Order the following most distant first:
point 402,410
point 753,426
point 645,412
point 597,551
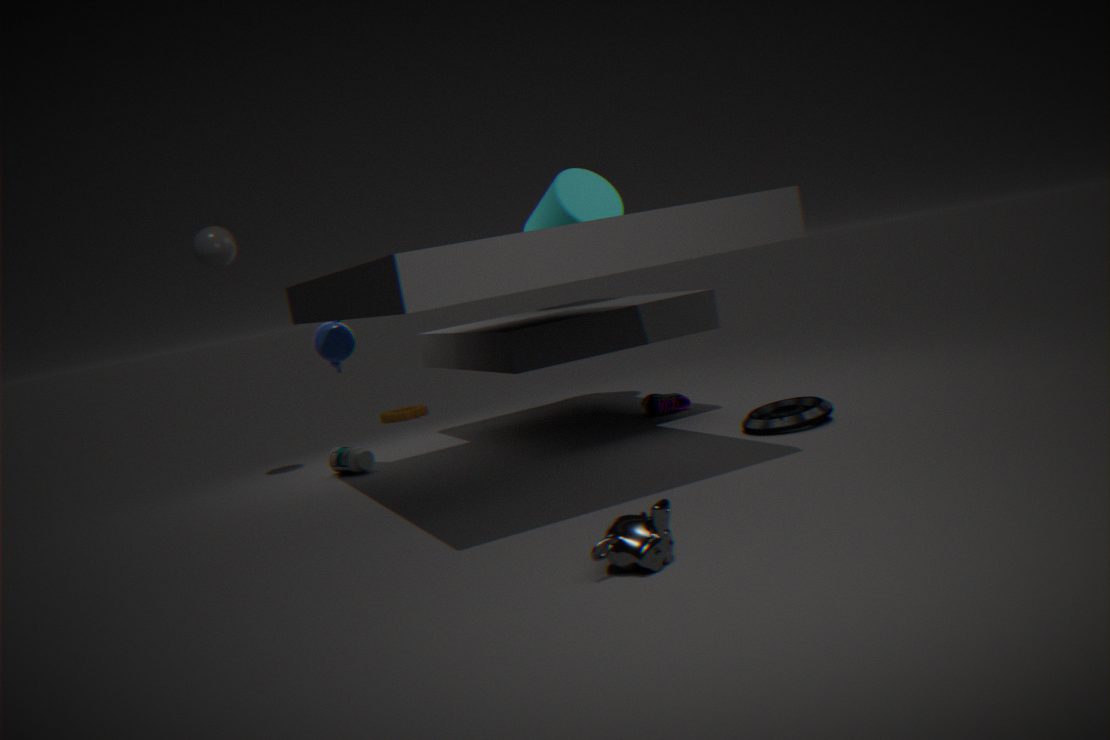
point 402,410 < point 645,412 < point 753,426 < point 597,551
